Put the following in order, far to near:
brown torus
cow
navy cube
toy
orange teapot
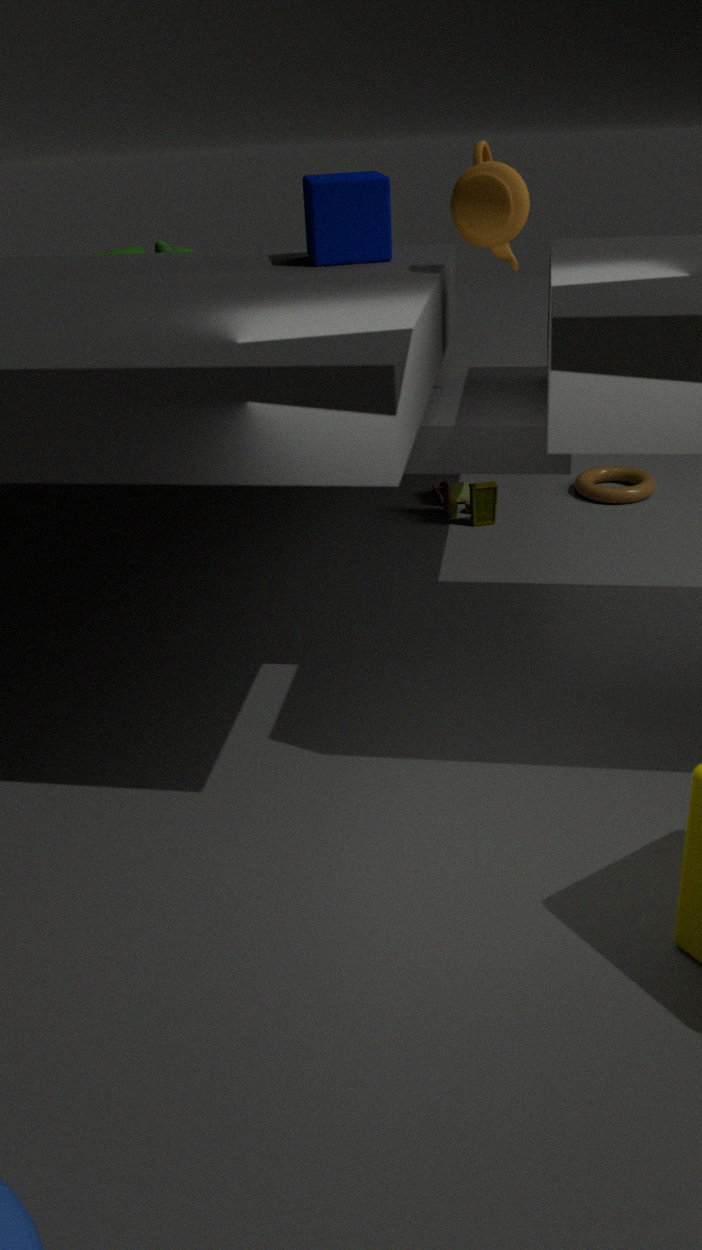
brown torus < toy < cow < navy cube < orange teapot
